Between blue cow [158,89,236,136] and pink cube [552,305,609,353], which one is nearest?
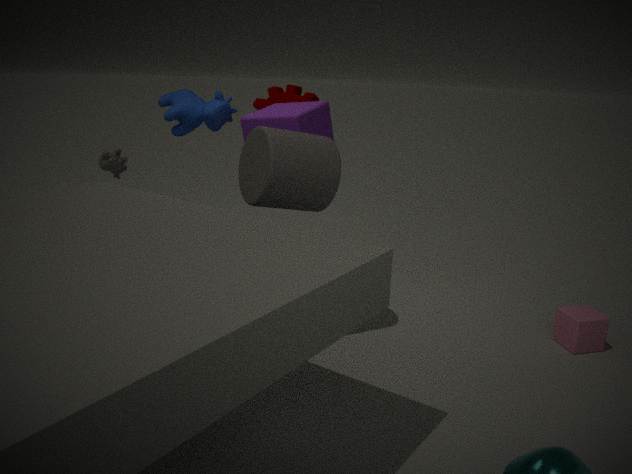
pink cube [552,305,609,353]
